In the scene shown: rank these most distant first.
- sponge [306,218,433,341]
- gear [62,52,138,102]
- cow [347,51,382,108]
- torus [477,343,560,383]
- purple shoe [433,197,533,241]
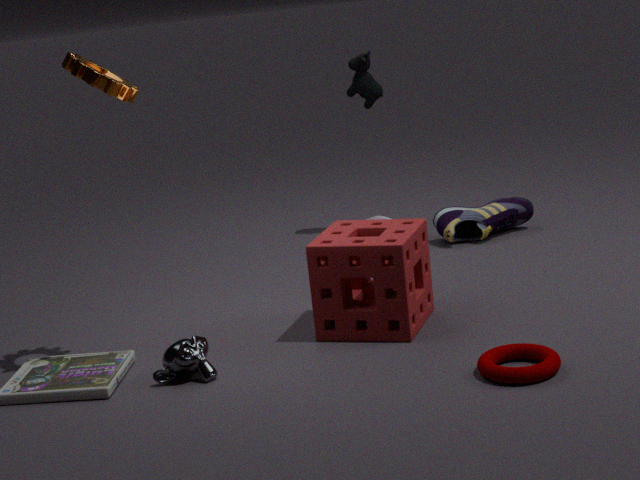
cow [347,51,382,108] < purple shoe [433,197,533,241] < sponge [306,218,433,341] < gear [62,52,138,102] < torus [477,343,560,383]
